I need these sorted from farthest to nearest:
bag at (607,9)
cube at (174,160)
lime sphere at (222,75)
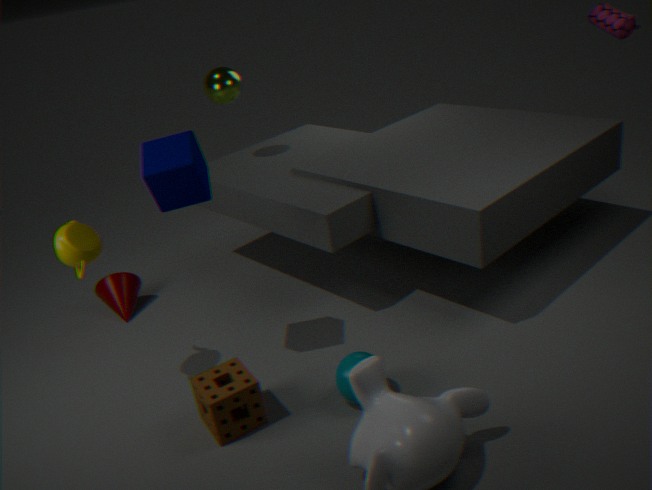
lime sphere at (222,75) < bag at (607,9) < cube at (174,160)
